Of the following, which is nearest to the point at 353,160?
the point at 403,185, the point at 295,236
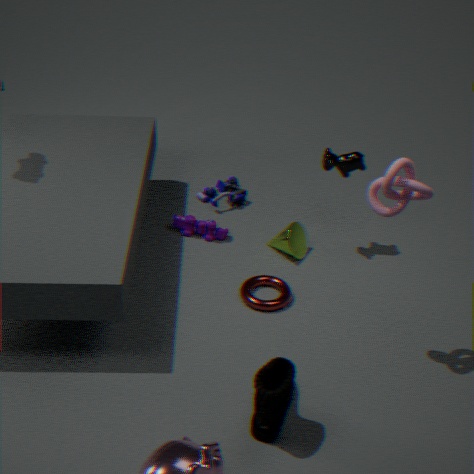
the point at 295,236
